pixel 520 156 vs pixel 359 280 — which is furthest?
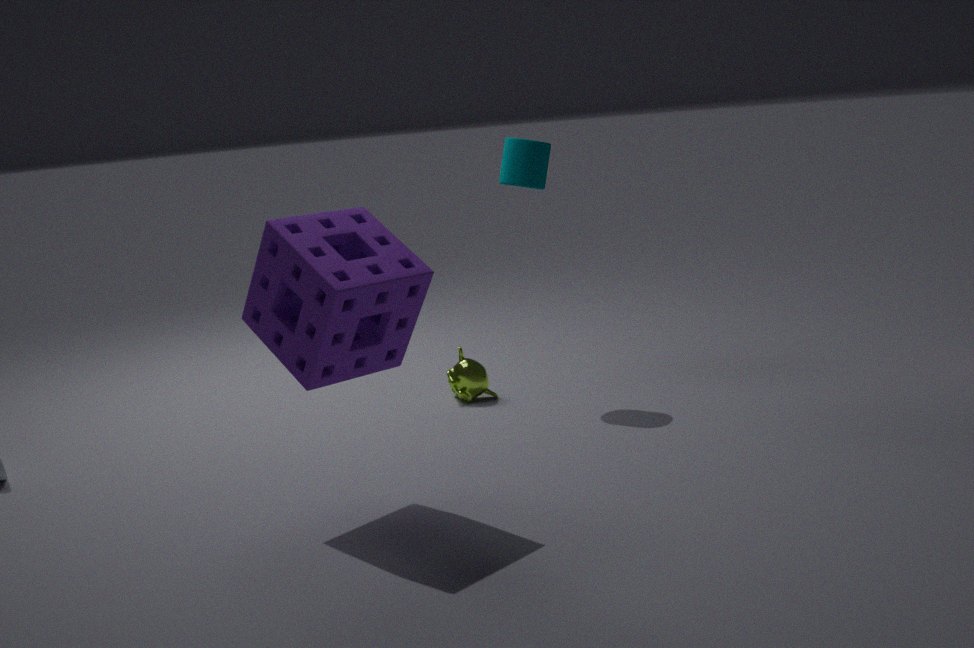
pixel 520 156
